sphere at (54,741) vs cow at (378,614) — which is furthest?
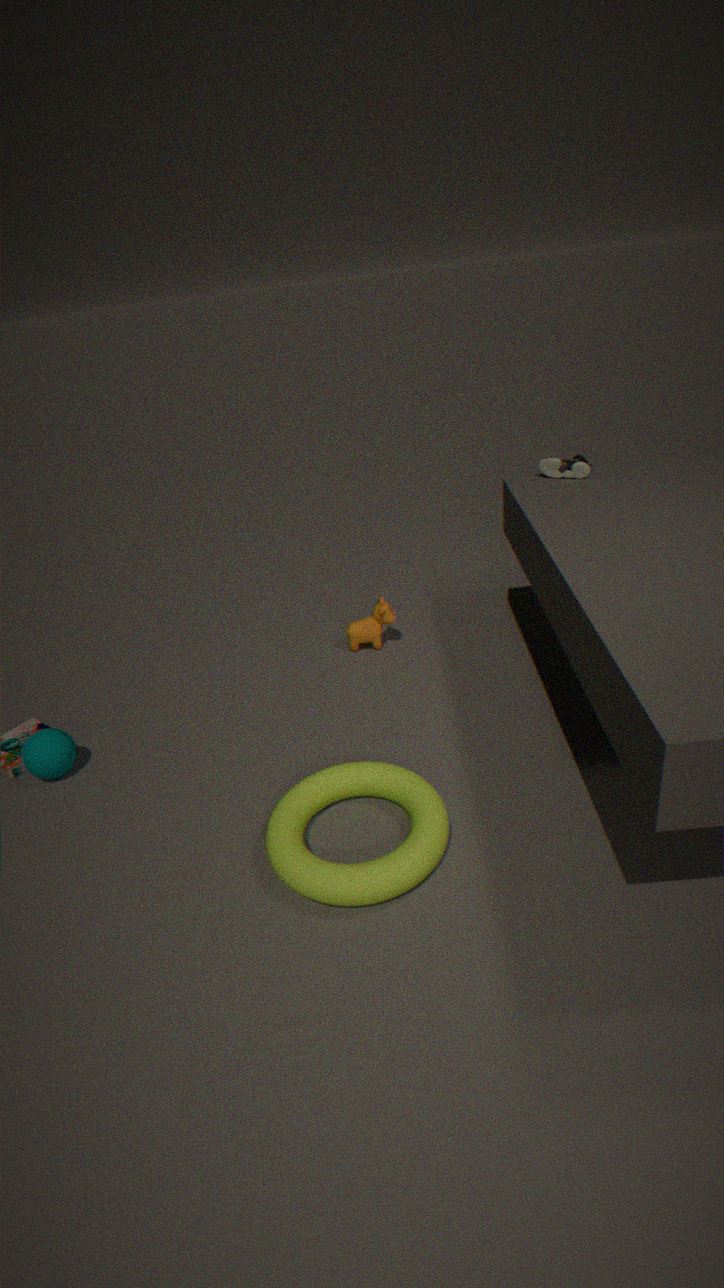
cow at (378,614)
